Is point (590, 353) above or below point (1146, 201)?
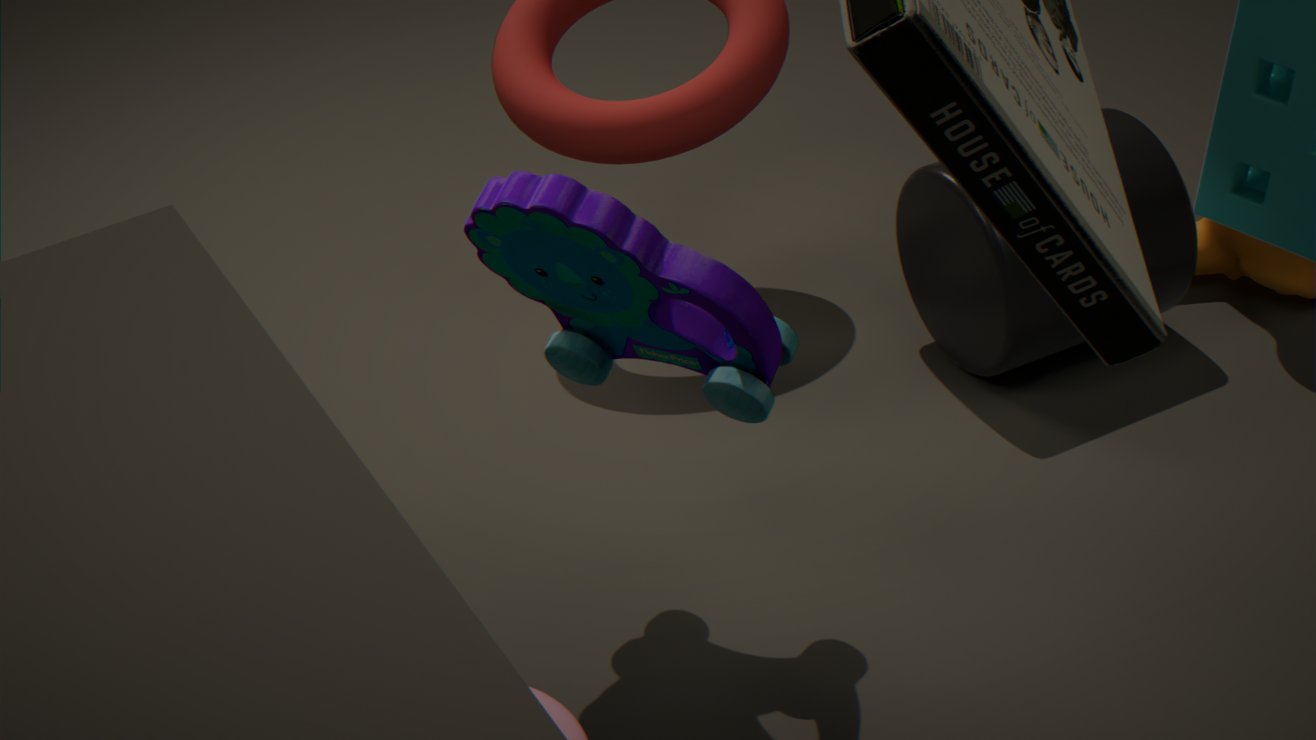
above
